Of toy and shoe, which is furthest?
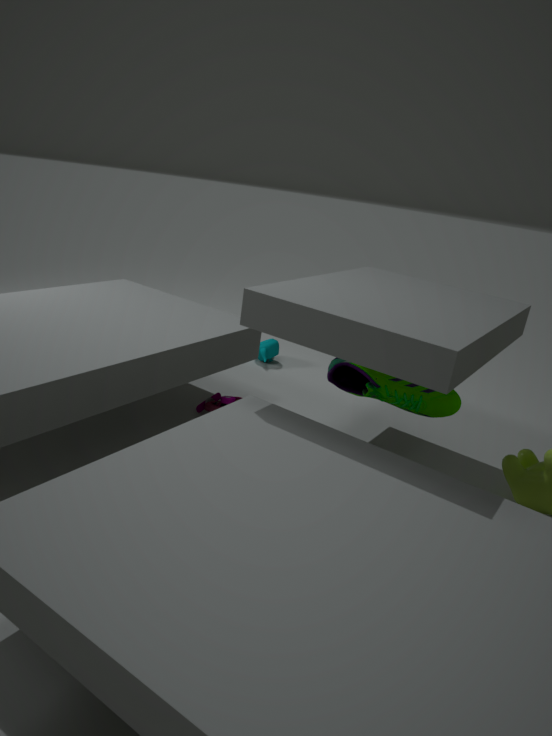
toy
